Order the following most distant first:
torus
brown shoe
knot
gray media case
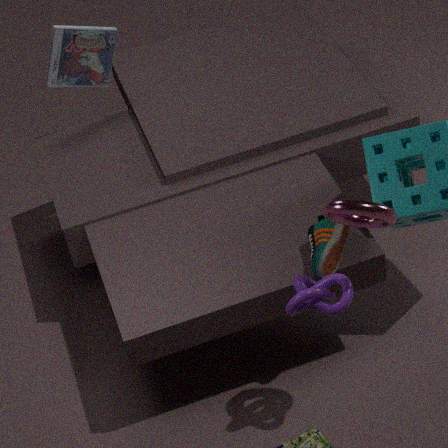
gray media case, brown shoe, knot, torus
